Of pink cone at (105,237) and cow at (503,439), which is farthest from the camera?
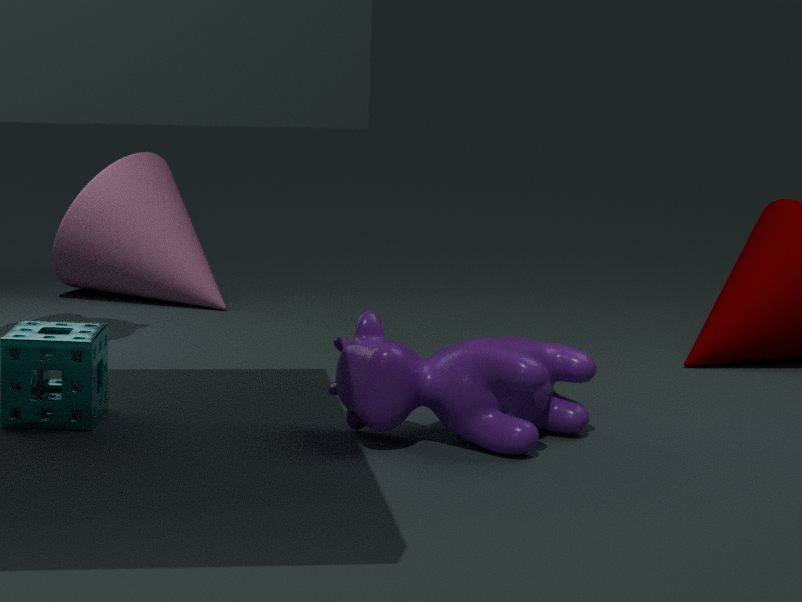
pink cone at (105,237)
